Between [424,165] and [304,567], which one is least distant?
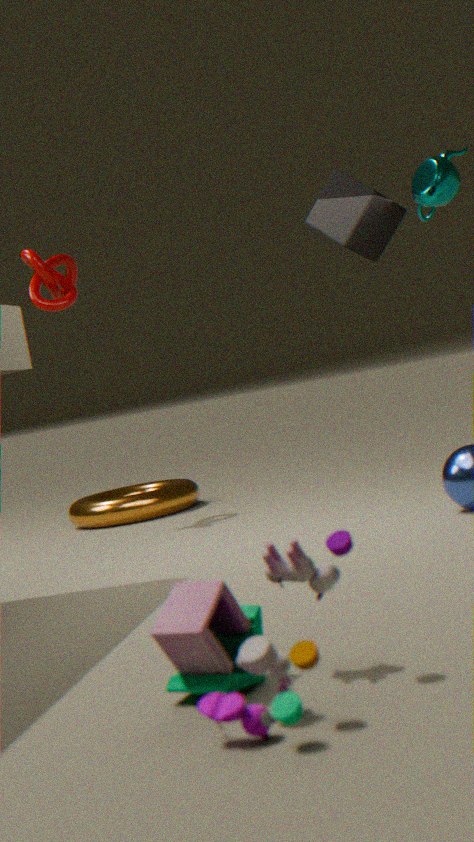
[304,567]
